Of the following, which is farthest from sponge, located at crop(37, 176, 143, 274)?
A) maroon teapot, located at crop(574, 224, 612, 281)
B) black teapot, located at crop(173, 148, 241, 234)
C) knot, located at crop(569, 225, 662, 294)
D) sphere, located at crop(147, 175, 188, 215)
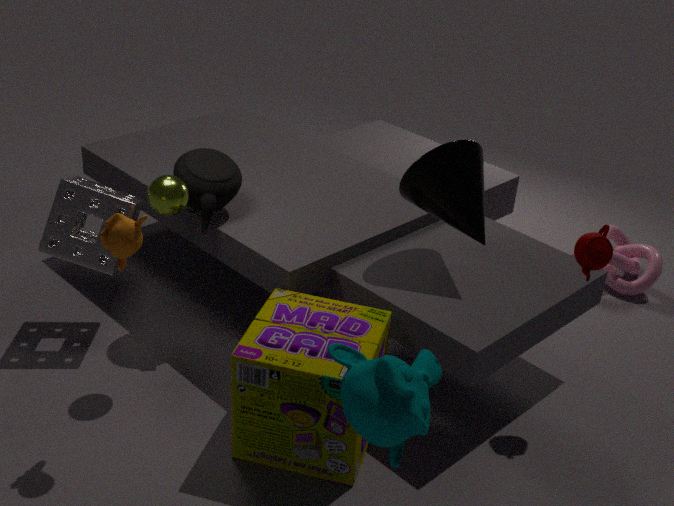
knot, located at crop(569, 225, 662, 294)
